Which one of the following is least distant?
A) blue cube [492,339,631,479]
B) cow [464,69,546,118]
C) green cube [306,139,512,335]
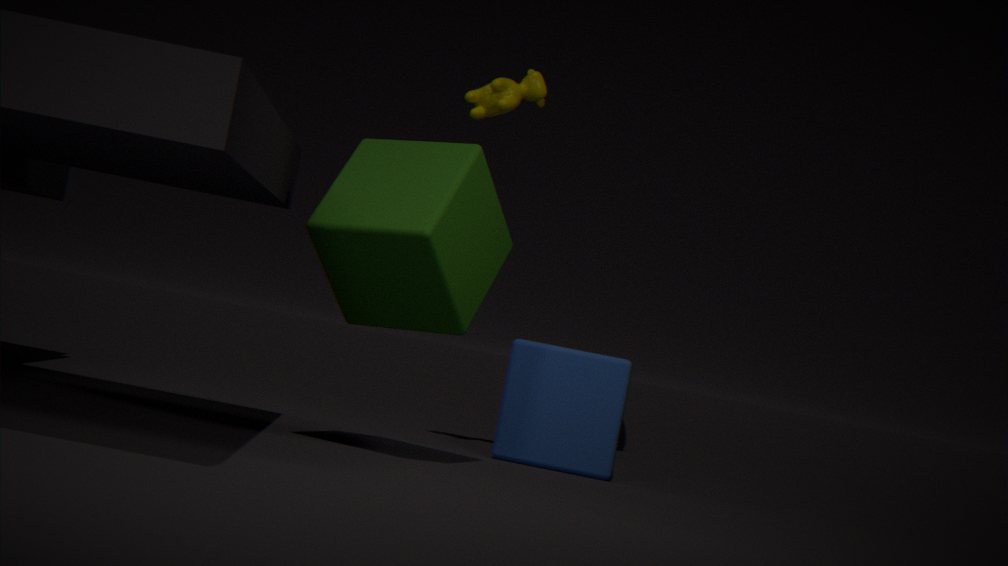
green cube [306,139,512,335]
